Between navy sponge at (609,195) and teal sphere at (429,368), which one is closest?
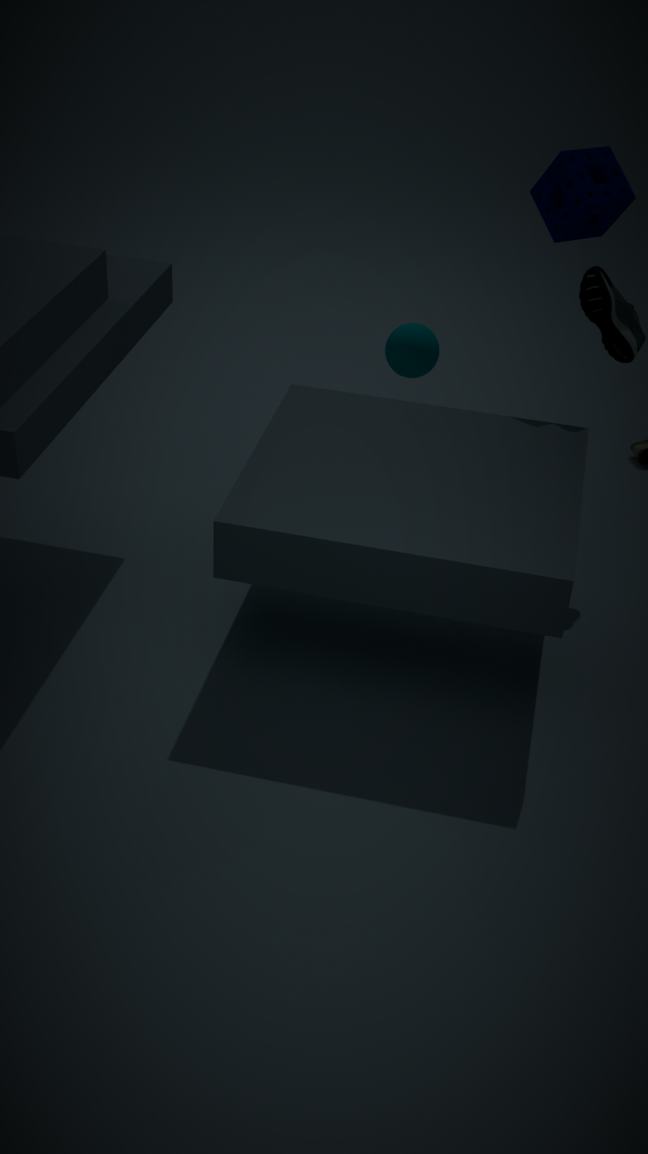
navy sponge at (609,195)
